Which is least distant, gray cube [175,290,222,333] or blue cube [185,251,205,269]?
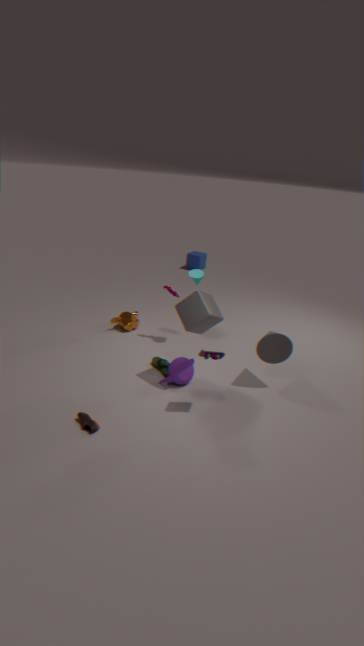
gray cube [175,290,222,333]
